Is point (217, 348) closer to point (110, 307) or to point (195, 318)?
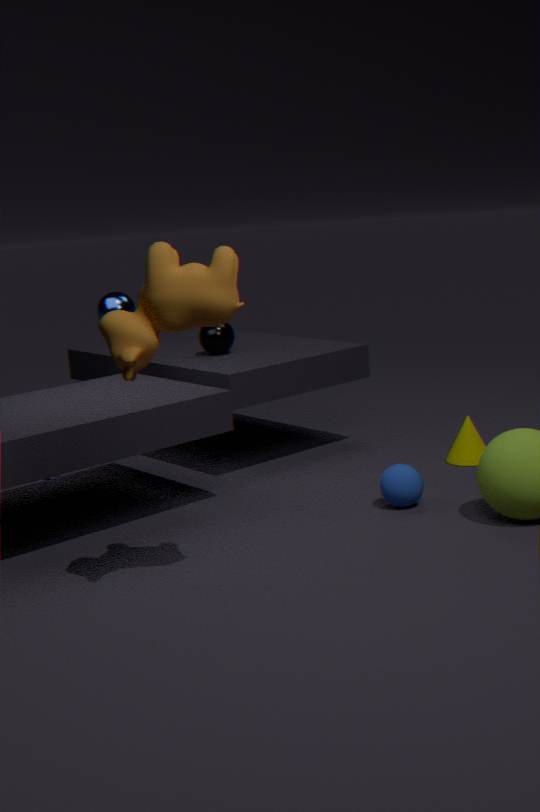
point (110, 307)
